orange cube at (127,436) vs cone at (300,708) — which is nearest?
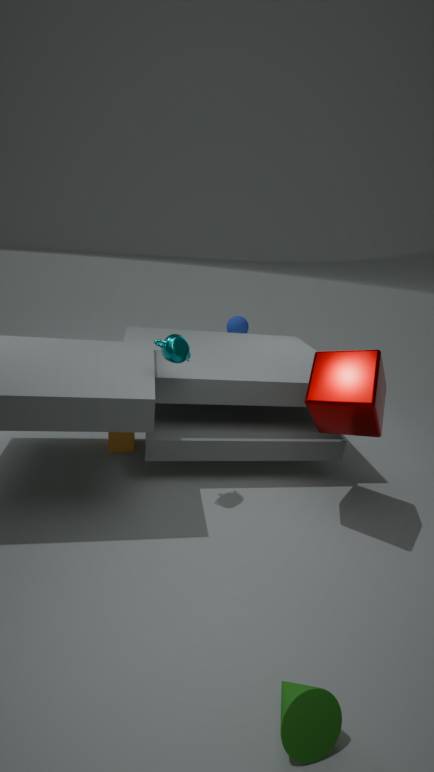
cone at (300,708)
